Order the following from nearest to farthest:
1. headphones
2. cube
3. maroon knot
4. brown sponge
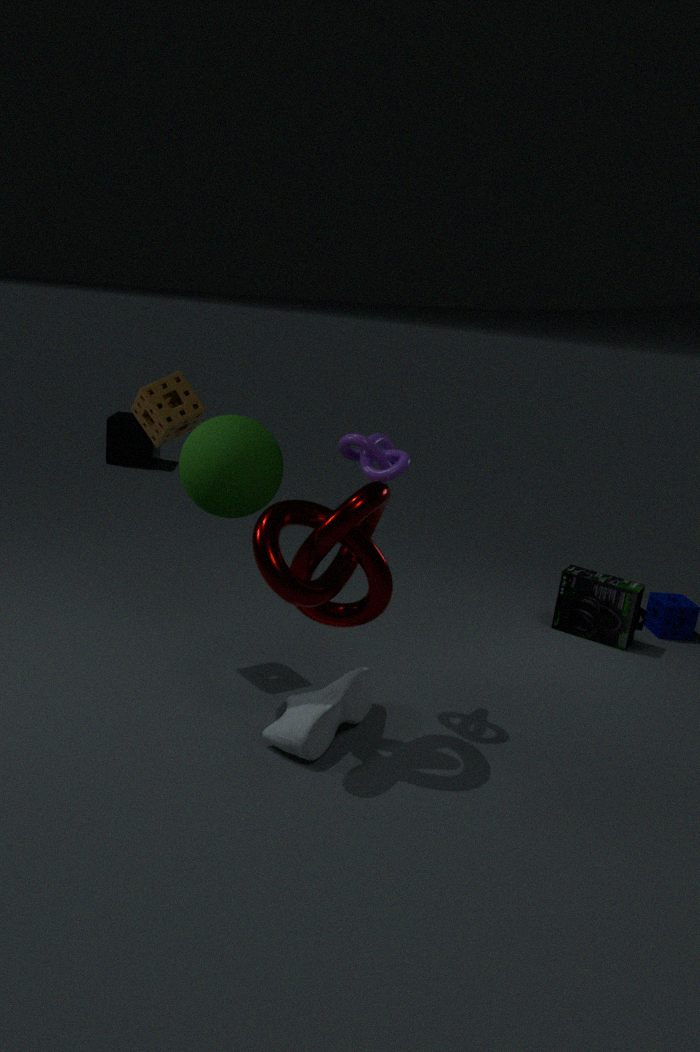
maroon knot < brown sponge < headphones < cube
